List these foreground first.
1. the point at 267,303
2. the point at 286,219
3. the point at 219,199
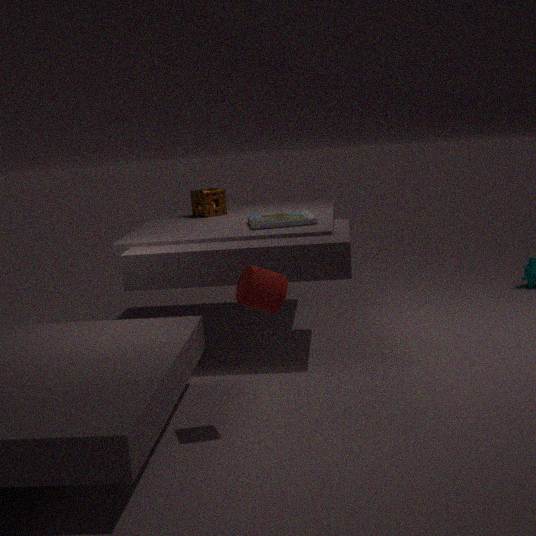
the point at 267,303 → the point at 286,219 → the point at 219,199
